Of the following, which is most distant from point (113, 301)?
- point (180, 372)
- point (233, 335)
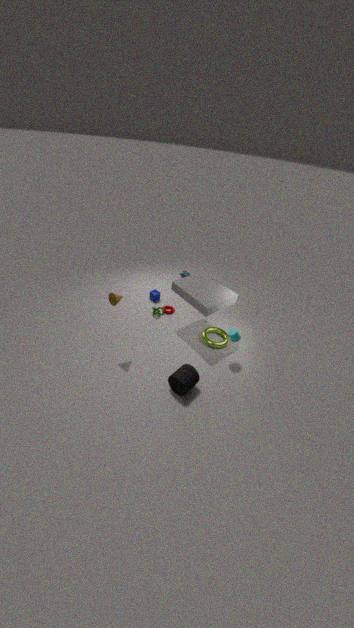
point (233, 335)
